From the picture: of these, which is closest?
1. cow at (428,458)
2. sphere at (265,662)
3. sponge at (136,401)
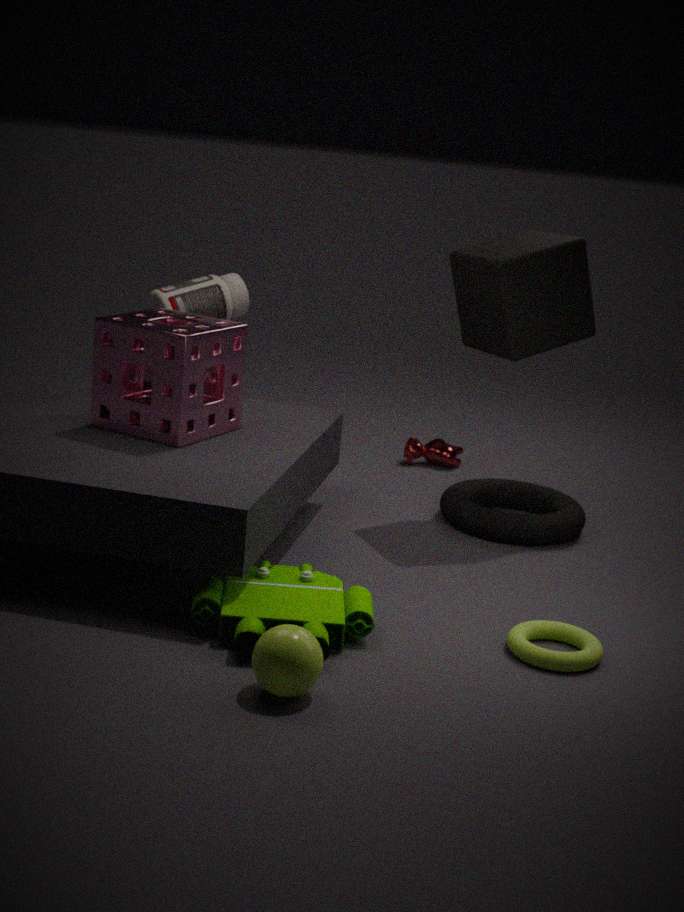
sphere at (265,662)
